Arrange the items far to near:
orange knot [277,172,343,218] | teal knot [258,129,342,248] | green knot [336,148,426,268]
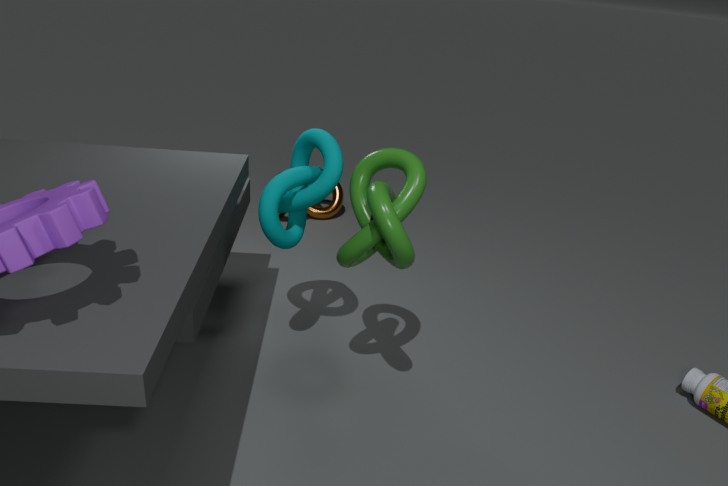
orange knot [277,172,343,218] → teal knot [258,129,342,248] → green knot [336,148,426,268]
